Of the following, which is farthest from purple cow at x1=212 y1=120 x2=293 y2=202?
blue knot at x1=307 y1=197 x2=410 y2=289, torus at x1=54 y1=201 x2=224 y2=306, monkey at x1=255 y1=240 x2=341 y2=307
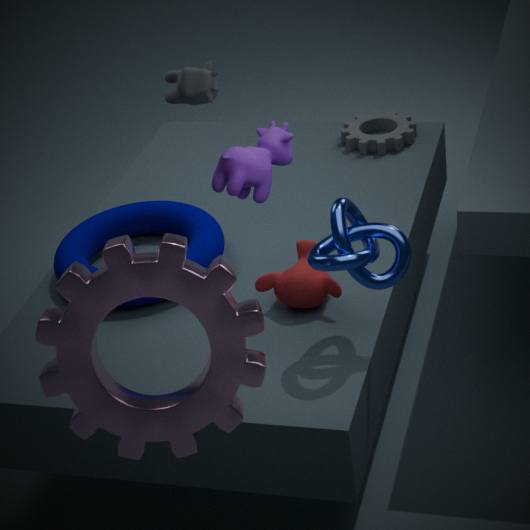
torus at x1=54 y1=201 x2=224 y2=306
